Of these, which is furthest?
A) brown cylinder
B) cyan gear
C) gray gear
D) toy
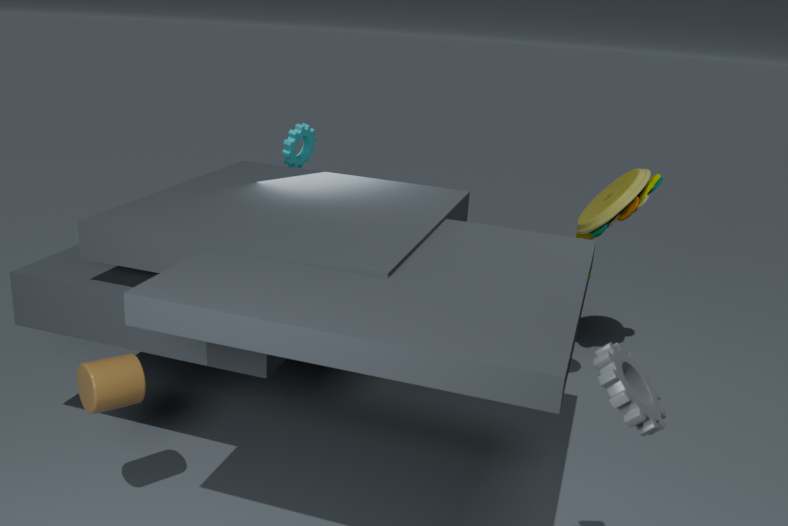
cyan gear
